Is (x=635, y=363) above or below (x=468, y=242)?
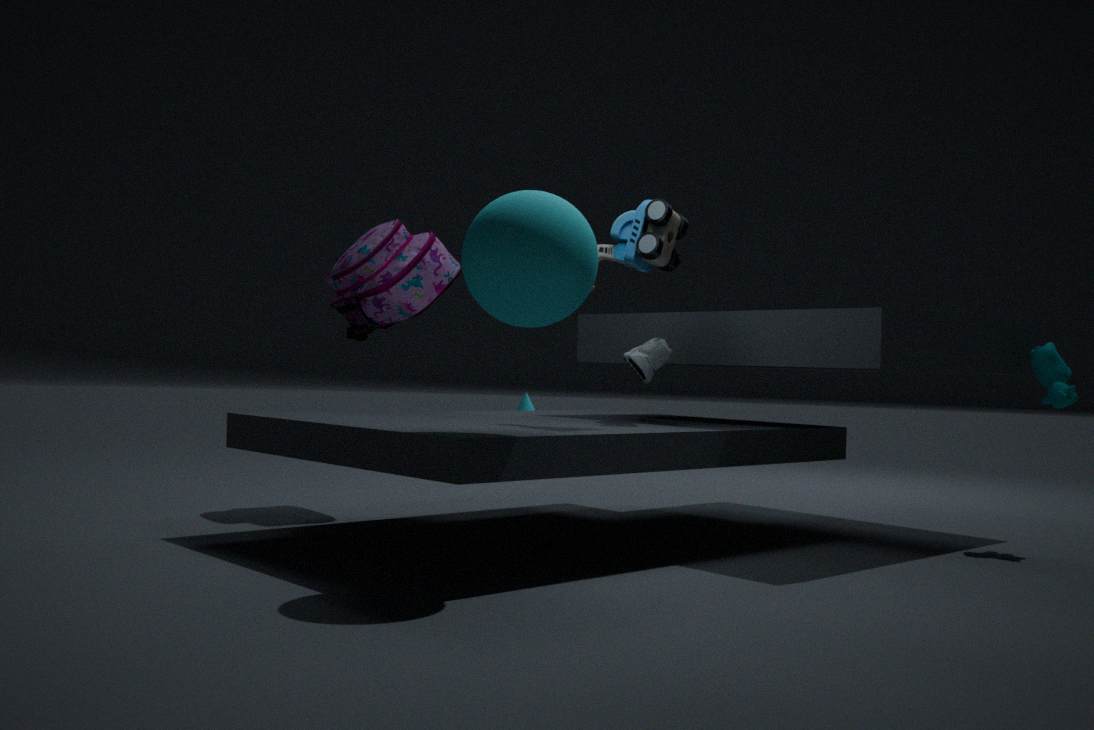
below
